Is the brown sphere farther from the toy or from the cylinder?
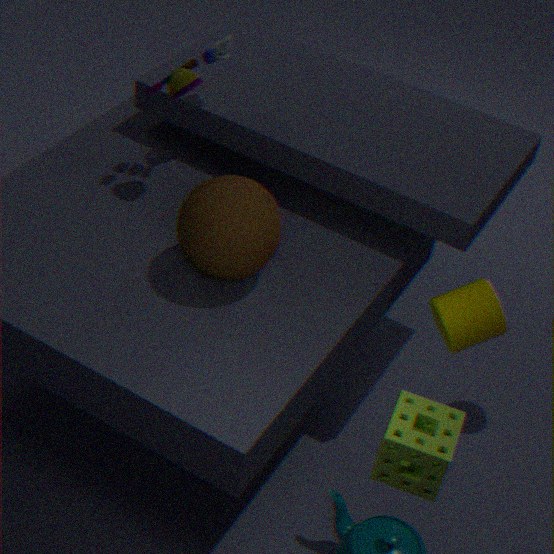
the cylinder
